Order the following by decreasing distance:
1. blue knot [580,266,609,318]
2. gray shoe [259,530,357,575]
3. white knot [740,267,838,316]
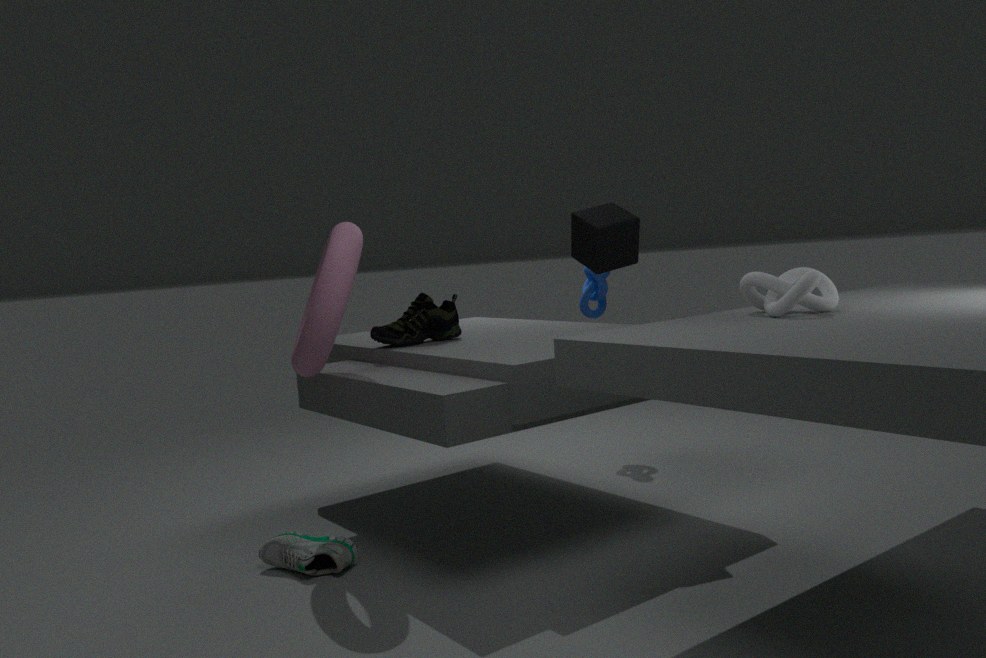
blue knot [580,266,609,318]
gray shoe [259,530,357,575]
white knot [740,267,838,316]
